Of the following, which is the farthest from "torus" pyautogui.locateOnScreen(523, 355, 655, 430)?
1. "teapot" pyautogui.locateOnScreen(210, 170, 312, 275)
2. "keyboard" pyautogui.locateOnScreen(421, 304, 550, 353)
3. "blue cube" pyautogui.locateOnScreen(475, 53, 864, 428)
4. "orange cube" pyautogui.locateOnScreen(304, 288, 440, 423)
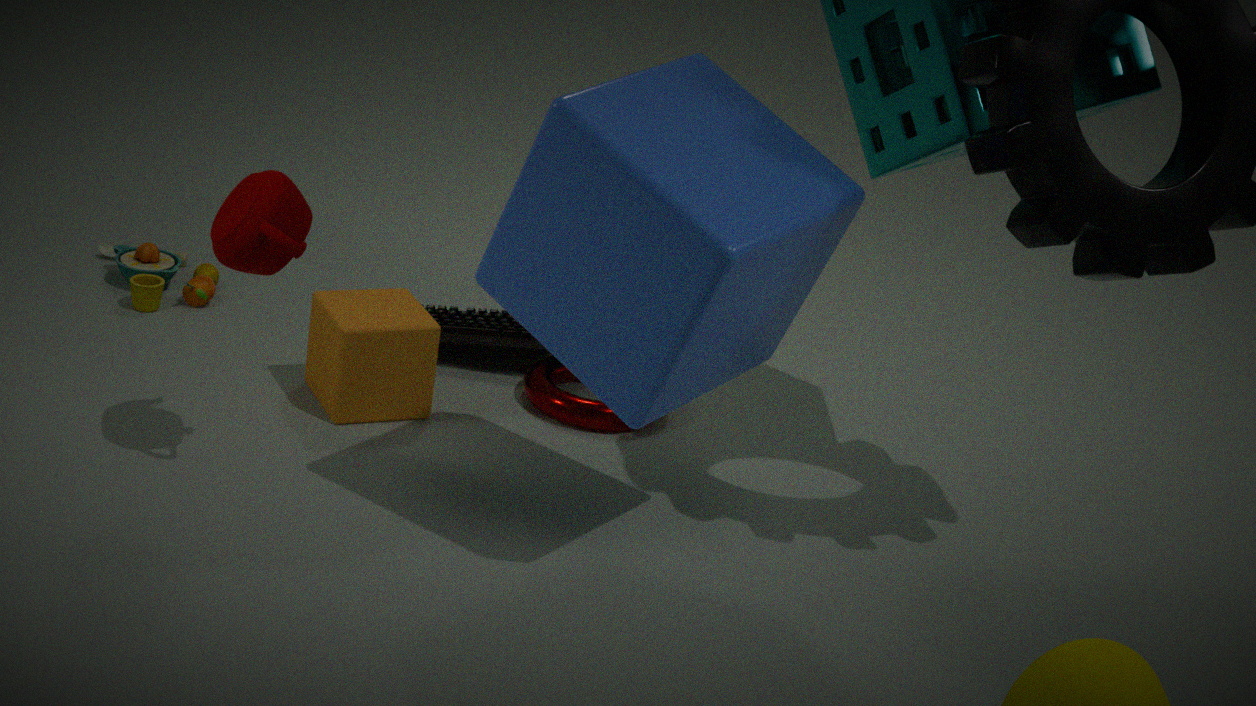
"teapot" pyautogui.locateOnScreen(210, 170, 312, 275)
